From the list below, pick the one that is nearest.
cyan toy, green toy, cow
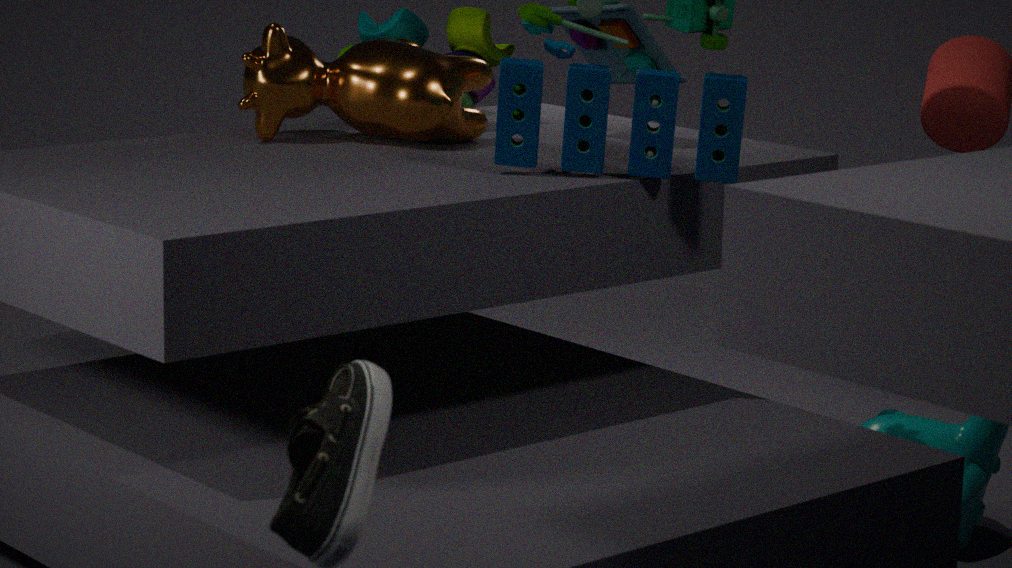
cow
